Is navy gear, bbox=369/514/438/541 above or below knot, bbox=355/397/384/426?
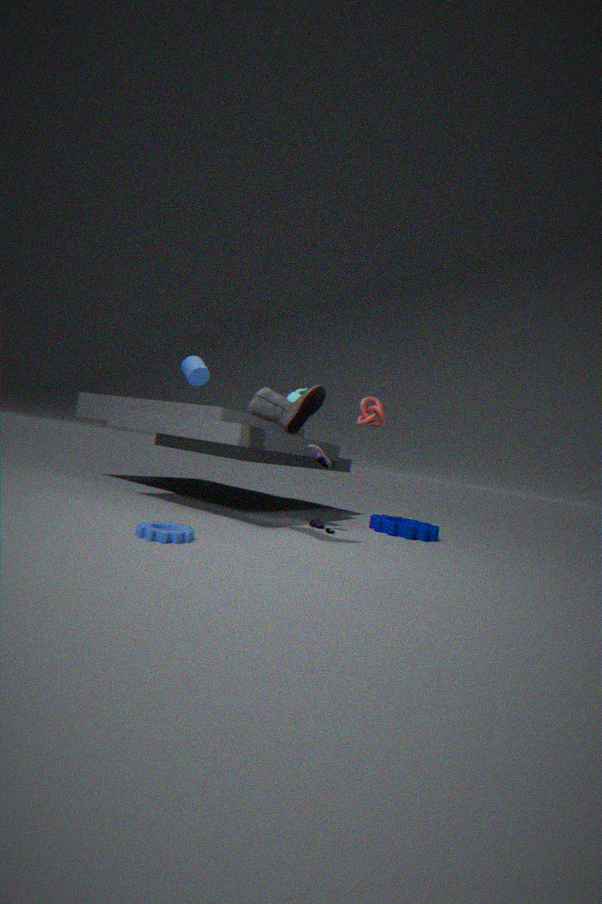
below
